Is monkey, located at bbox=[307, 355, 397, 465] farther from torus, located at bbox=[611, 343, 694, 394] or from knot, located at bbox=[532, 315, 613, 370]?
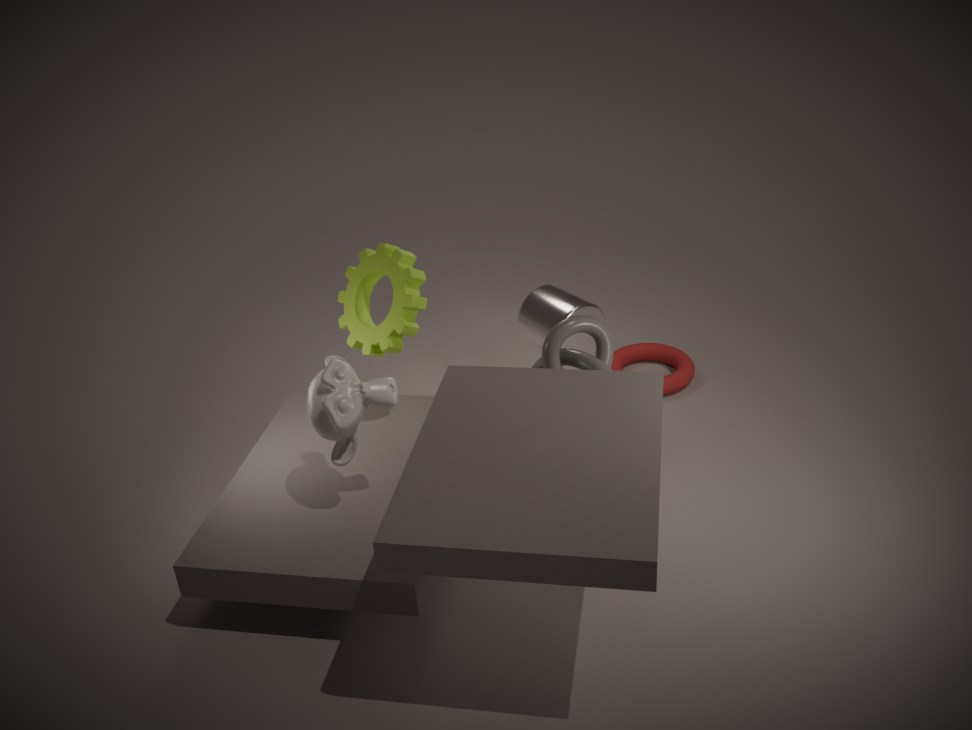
torus, located at bbox=[611, 343, 694, 394]
